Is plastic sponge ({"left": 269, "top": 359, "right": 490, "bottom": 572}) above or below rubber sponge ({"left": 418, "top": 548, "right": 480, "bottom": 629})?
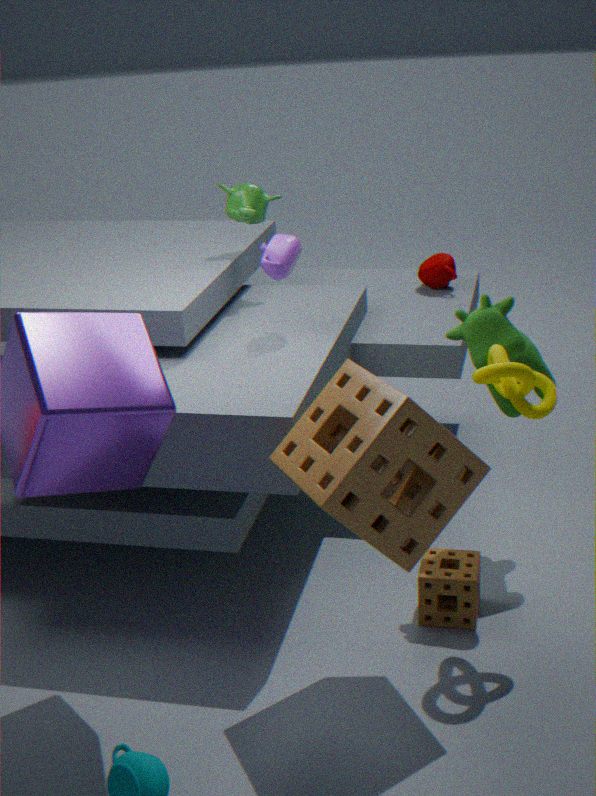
above
